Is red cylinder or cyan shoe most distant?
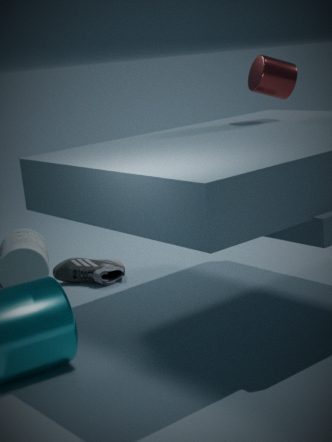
cyan shoe
